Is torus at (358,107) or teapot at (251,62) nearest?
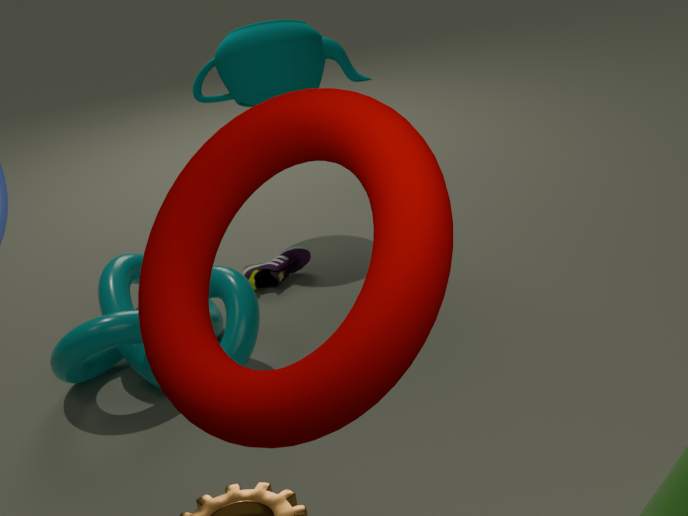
torus at (358,107)
